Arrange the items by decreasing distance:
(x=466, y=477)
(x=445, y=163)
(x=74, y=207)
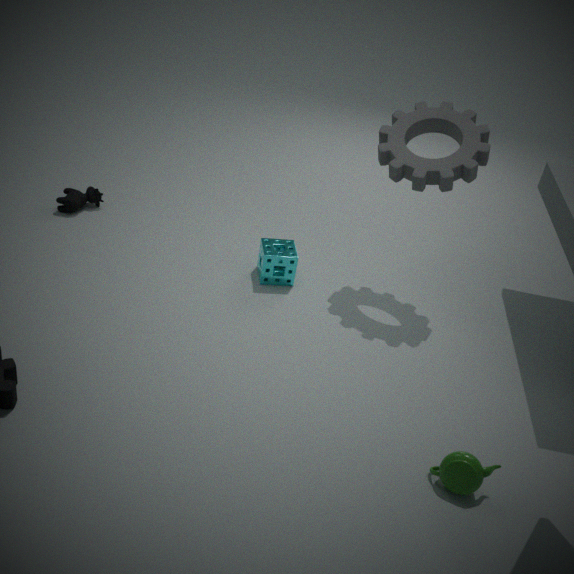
1. (x=74, y=207)
2. (x=445, y=163)
3. (x=466, y=477)
